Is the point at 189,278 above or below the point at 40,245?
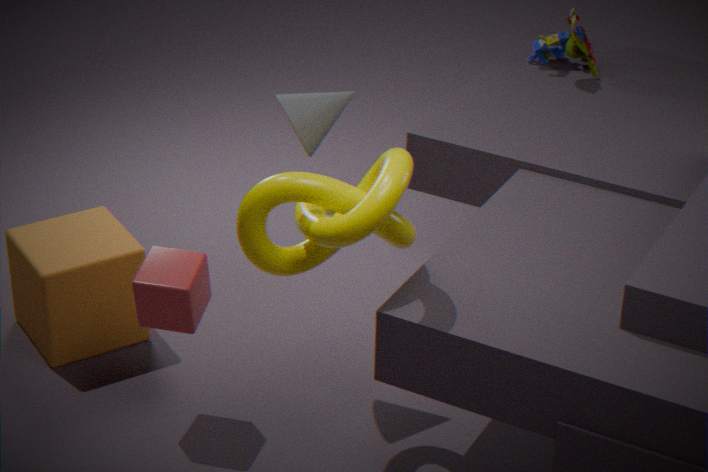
above
